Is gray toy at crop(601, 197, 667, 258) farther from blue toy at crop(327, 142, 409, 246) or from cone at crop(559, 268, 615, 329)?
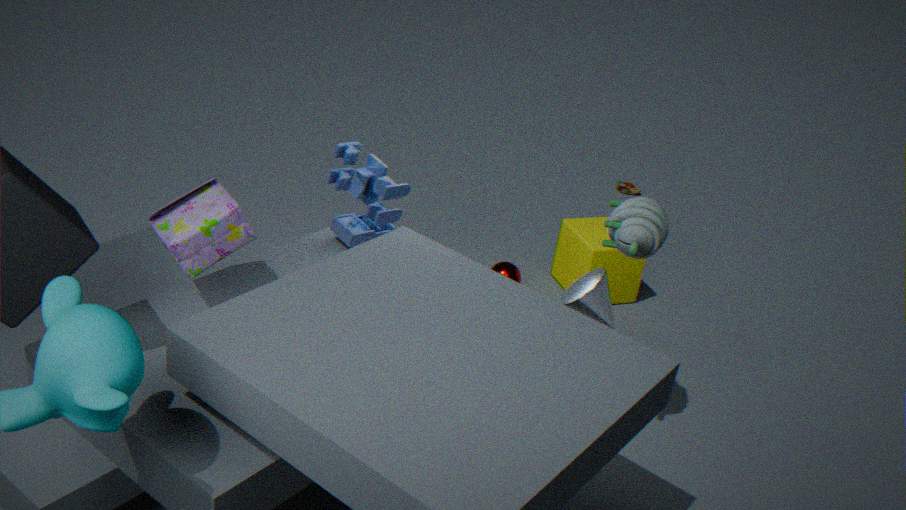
blue toy at crop(327, 142, 409, 246)
